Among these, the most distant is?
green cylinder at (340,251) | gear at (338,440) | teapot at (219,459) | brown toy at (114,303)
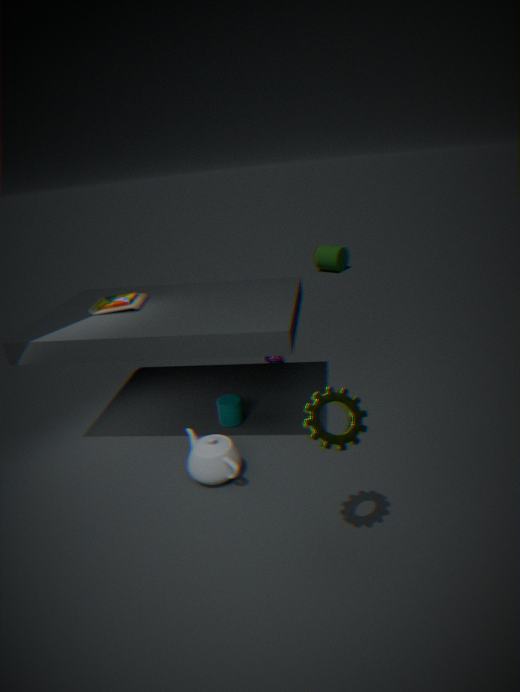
green cylinder at (340,251)
